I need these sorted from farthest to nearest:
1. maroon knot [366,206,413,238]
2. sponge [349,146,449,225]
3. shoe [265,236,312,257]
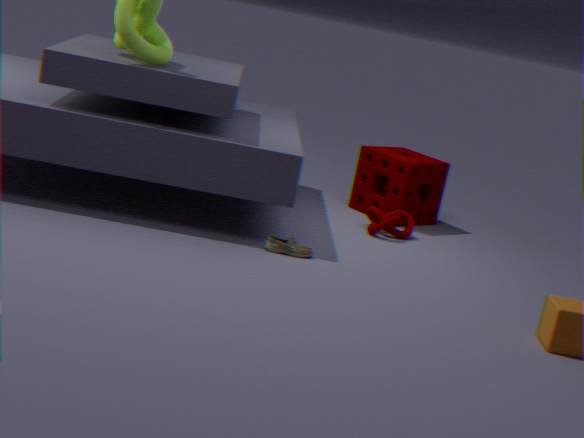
sponge [349,146,449,225] → maroon knot [366,206,413,238] → shoe [265,236,312,257]
